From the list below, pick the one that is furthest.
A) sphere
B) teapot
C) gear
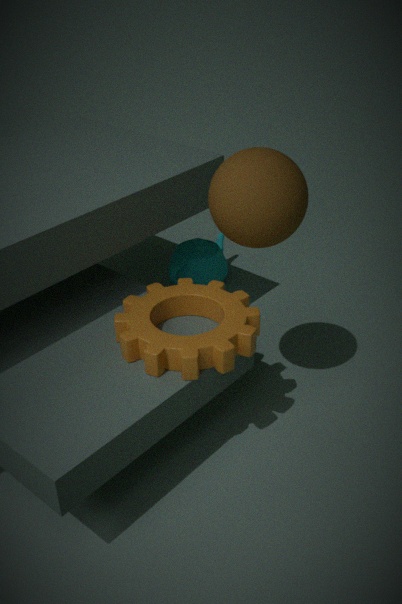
teapot
